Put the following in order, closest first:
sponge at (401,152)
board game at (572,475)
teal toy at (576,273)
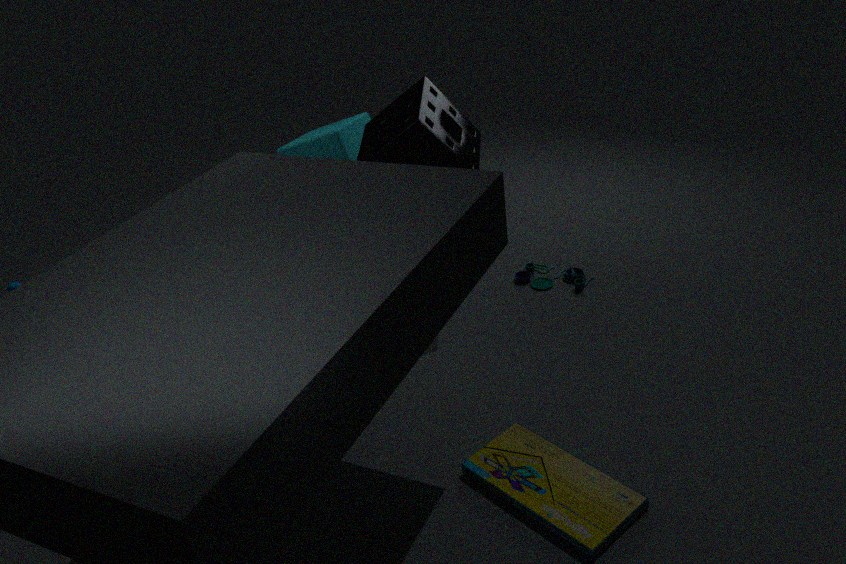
board game at (572,475), sponge at (401,152), teal toy at (576,273)
